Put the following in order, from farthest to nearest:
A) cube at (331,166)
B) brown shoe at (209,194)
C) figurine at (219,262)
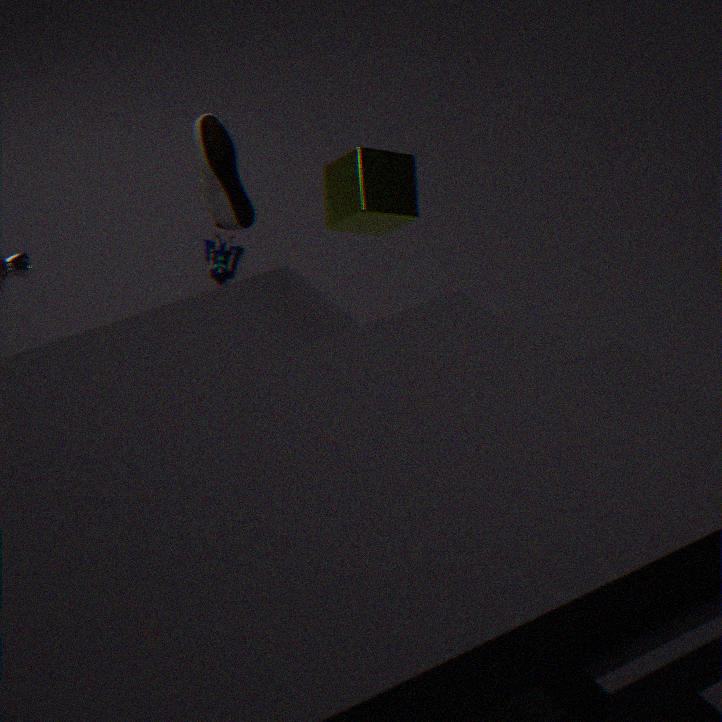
figurine at (219,262) < cube at (331,166) < brown shoe at (209,194)
